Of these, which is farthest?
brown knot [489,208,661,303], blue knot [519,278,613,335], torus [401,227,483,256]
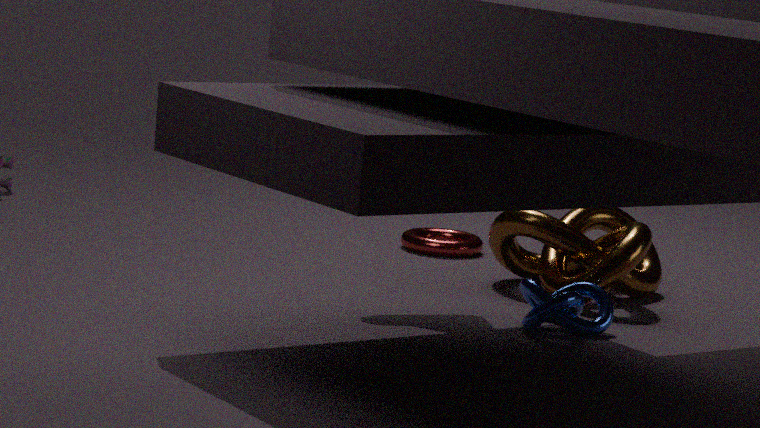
torus [401,227,483,256]
